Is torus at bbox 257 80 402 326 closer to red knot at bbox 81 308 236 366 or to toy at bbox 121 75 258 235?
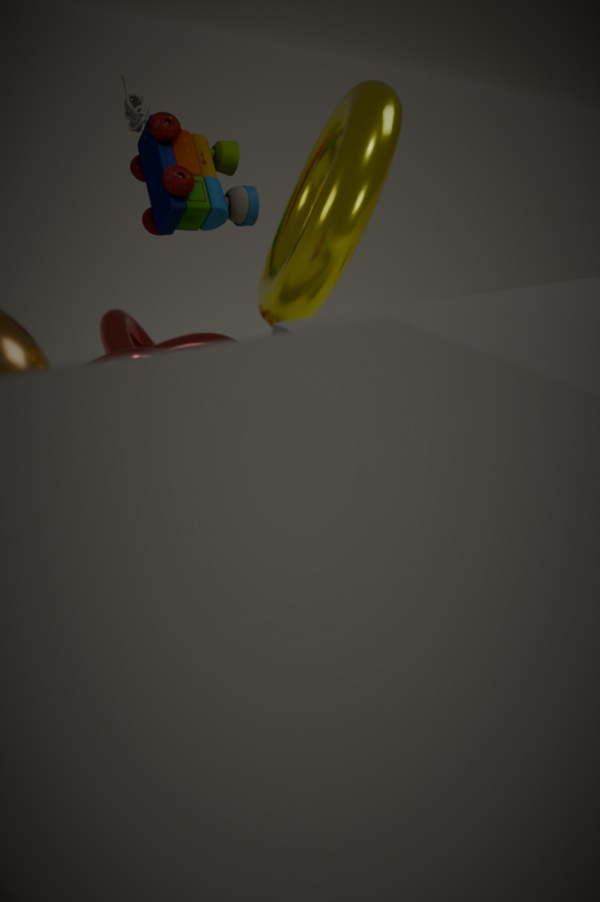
toy at bbox 121 75 258 235
